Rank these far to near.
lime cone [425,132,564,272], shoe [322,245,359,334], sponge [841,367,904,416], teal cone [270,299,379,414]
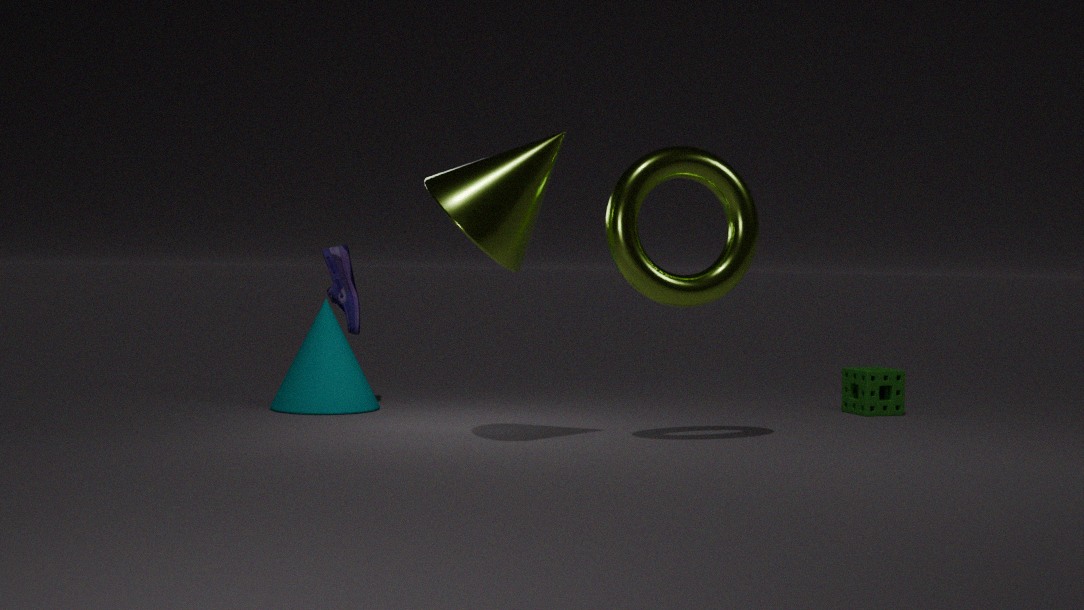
1. shoe [322,245,359,334]
2. sponge [841,367,904,416]
3. teal cone [270,299,379,414]
4. lime cone [425,132,564,272]
